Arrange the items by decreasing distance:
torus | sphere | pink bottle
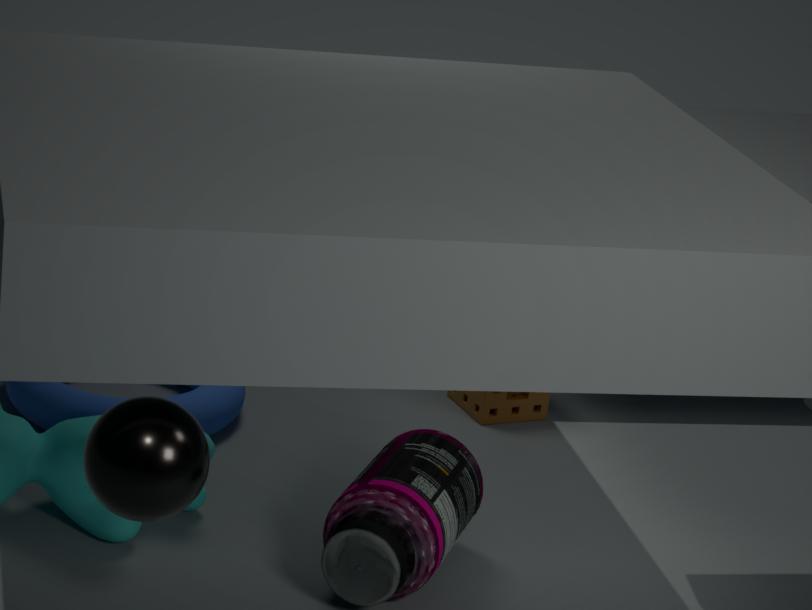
torus < pink bottle < sphere
